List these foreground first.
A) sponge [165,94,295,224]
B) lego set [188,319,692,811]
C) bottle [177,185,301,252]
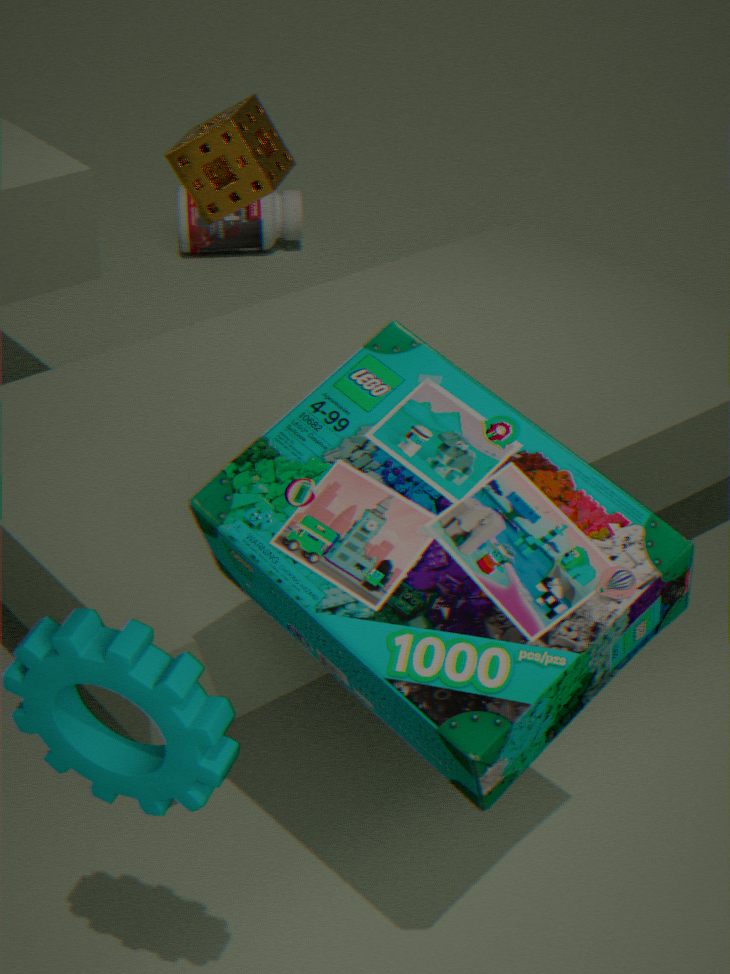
1. lego set [188,319,692,811]
2. sponge [165,94,295,224]
3. bottle [177,185,301,252]
